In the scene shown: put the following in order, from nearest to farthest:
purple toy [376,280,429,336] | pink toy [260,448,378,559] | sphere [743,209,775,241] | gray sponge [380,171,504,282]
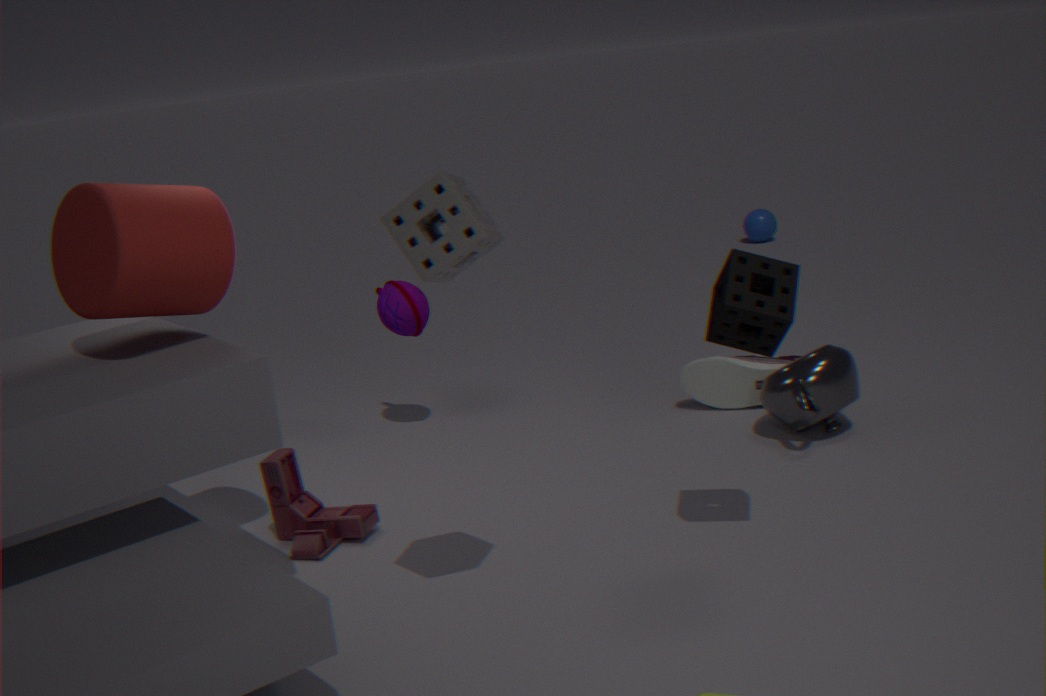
gray sponge [380,171,504,282]
pink toy [260,448,378,559]
purple toy [376,280,429,336]
sphere [743,209,775,241]
